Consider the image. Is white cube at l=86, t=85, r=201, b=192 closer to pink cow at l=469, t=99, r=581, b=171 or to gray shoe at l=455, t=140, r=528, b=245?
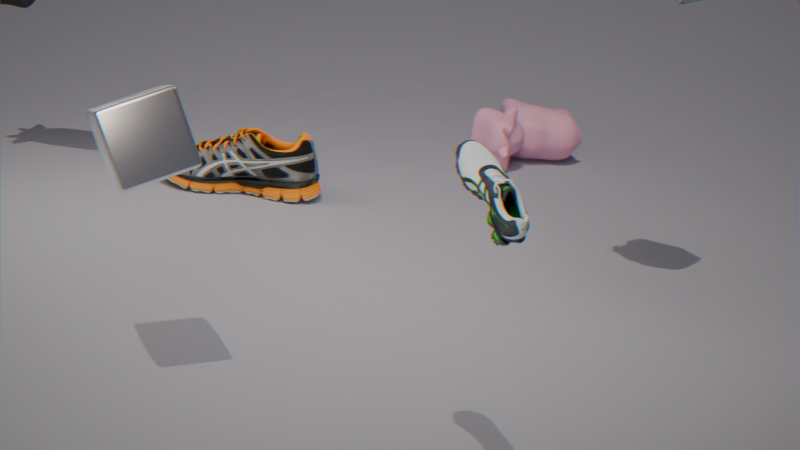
gray shoe at l=455, t=140, r=528, b=245
